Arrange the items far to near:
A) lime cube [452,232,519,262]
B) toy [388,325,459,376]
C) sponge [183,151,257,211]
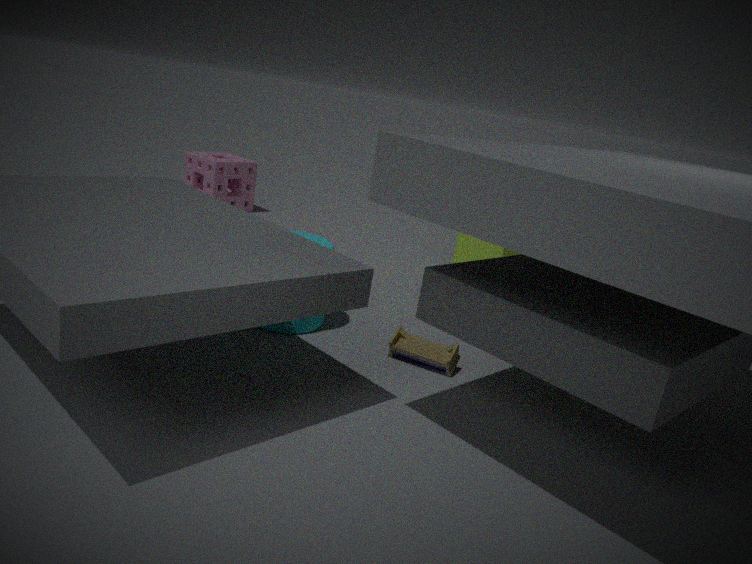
1. sponge [183,151,257,211]
2. lime cube [452,232,519,262]
3. toy [388,325,459,376]
